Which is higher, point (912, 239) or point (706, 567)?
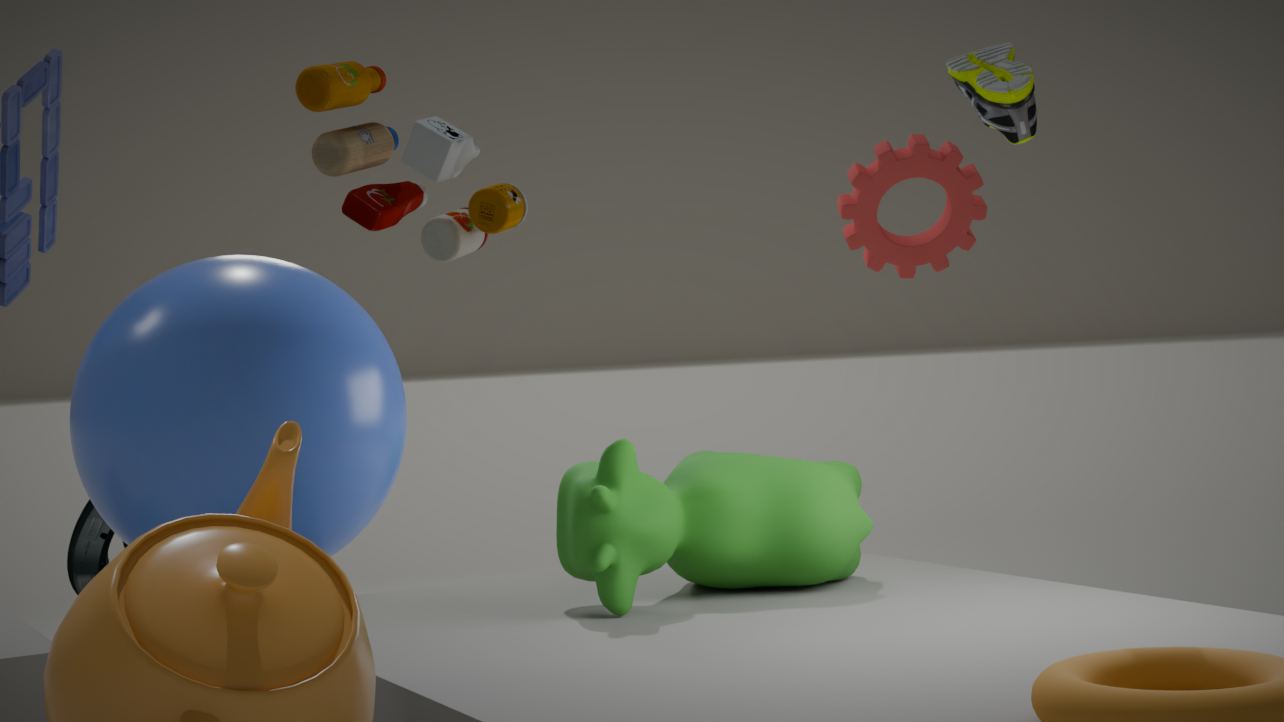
point (912, 239)
